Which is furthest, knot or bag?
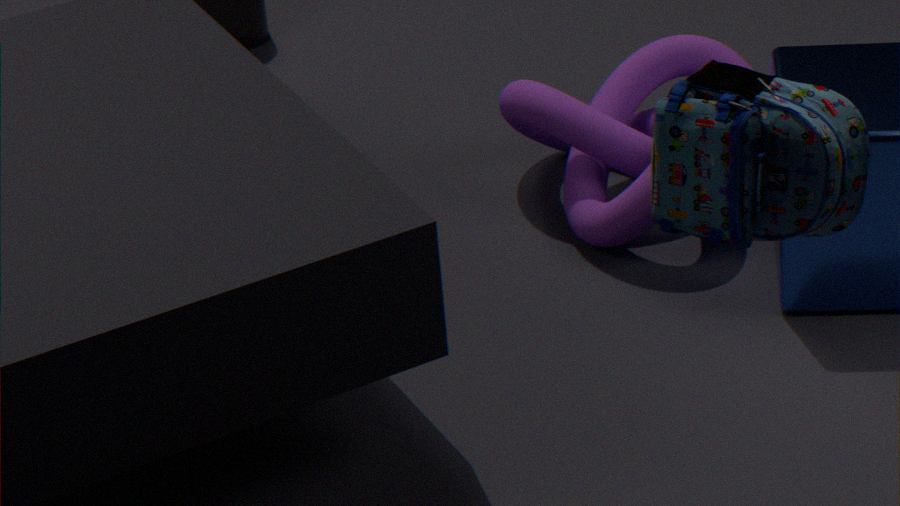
knot
